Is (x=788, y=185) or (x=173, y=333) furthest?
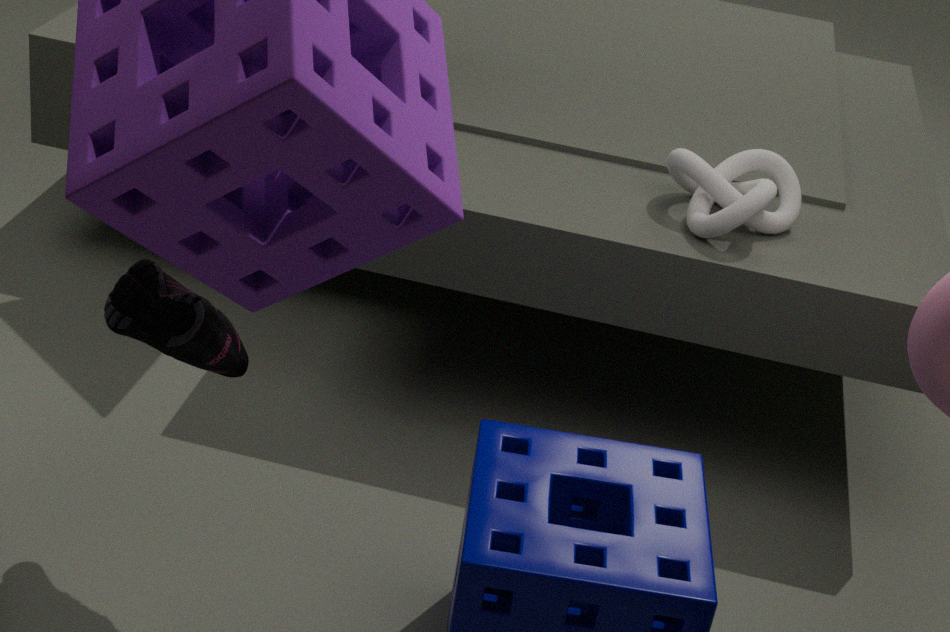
(x=788, y=185)
